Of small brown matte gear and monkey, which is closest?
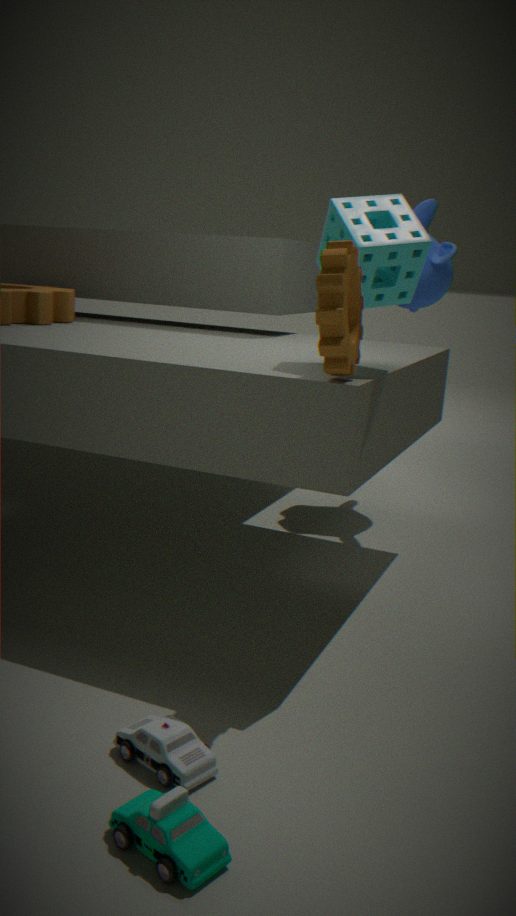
small brown matte gear
